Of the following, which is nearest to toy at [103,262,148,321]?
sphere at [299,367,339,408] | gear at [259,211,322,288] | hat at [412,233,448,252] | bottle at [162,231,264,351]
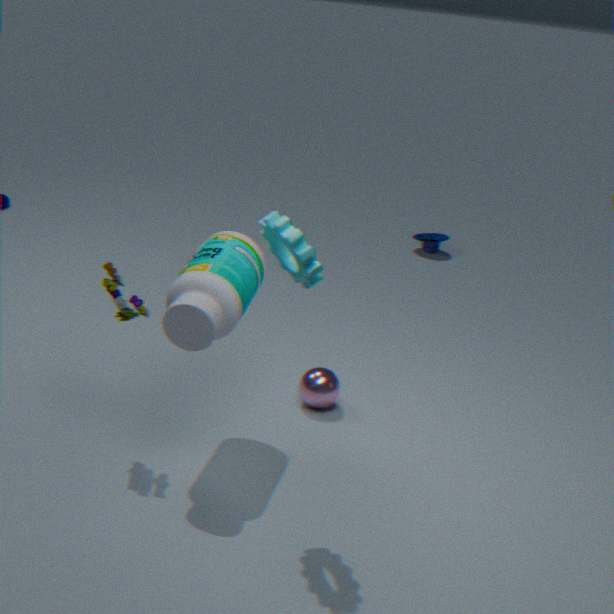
bottle at [162,231,264,351]
